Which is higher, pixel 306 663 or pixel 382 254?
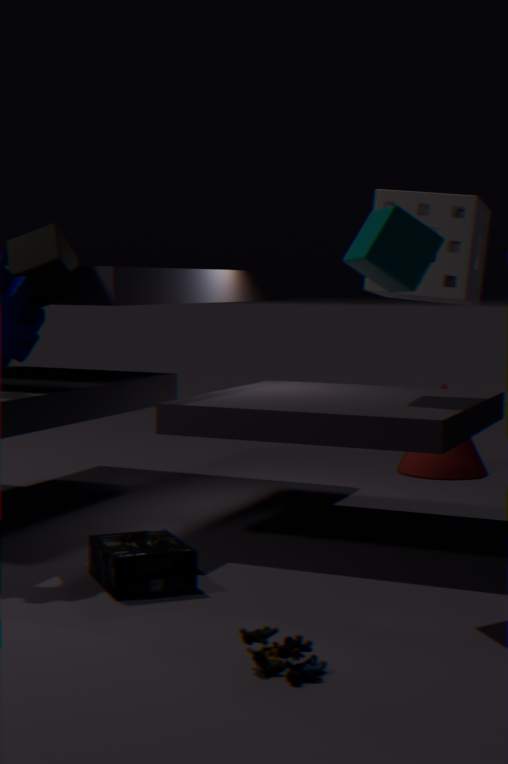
pixel 382 254
